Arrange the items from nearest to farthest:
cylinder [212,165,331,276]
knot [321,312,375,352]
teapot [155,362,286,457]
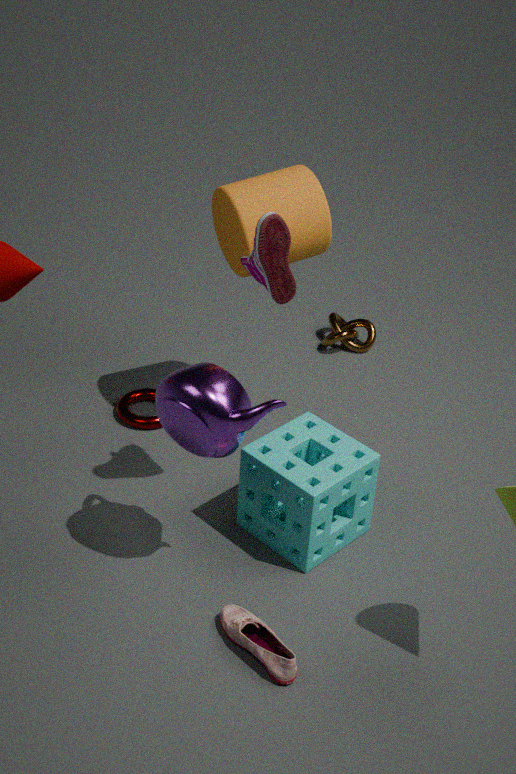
teapot [155,362,286,457] → cylinder [212,165,331,276] → knot [321,312,375,352]
